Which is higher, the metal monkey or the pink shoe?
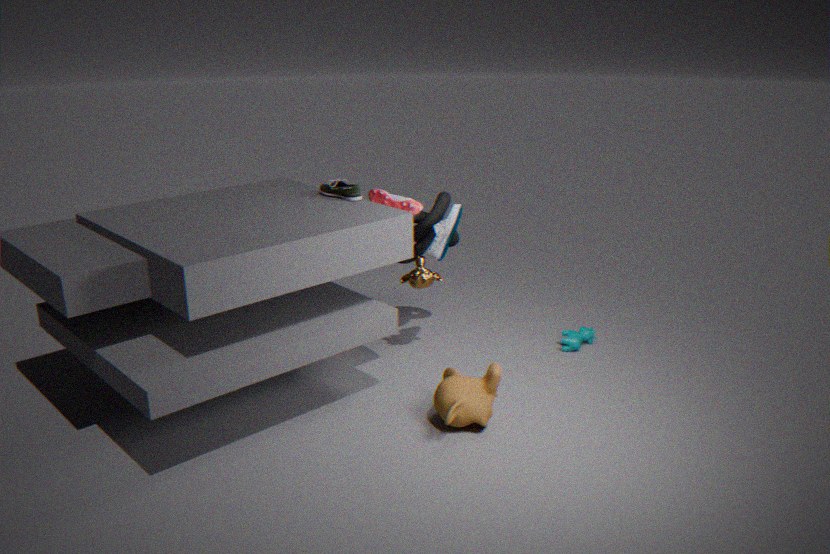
the pink shoe
